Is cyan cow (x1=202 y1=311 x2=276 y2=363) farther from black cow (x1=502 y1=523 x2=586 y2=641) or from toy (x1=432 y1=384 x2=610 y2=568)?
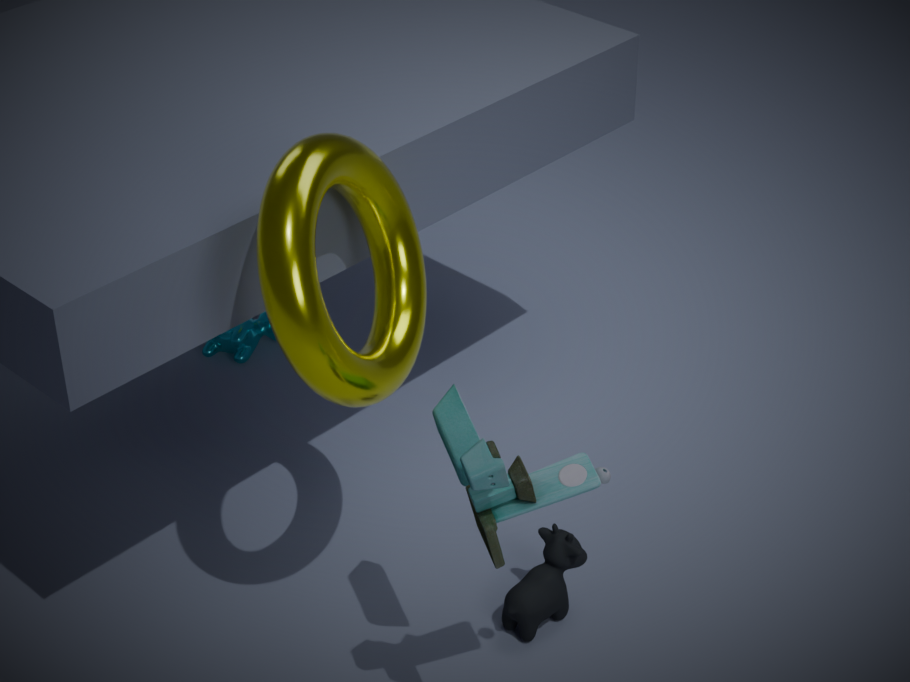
toy (x1=432 y1=384 x2=610 y2=568)
